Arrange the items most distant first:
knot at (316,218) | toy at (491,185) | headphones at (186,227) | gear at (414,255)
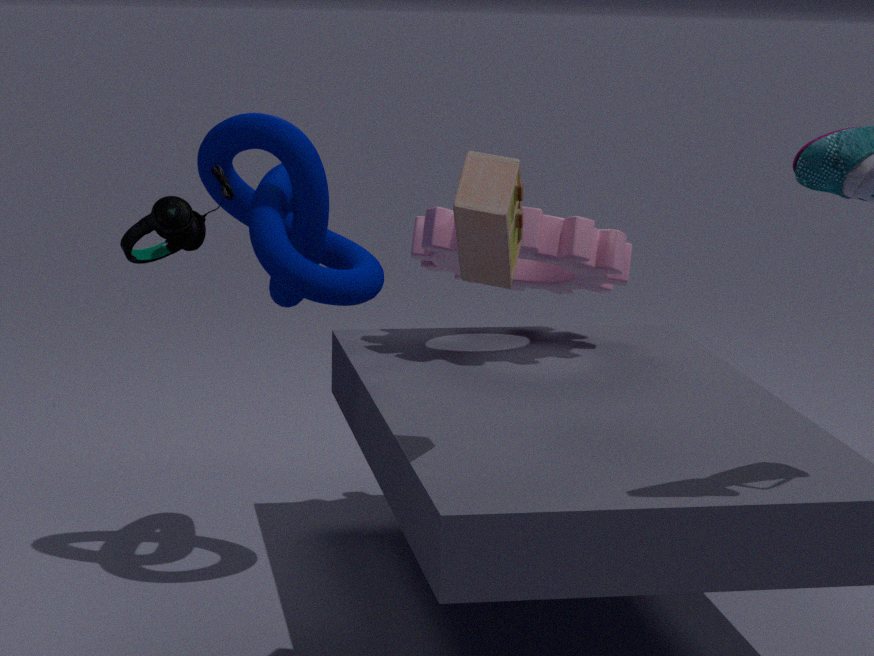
1. gear at (414,255)
2. knot at (316,218)
3. headphones at (186,227)
4. toy at (491,185)
